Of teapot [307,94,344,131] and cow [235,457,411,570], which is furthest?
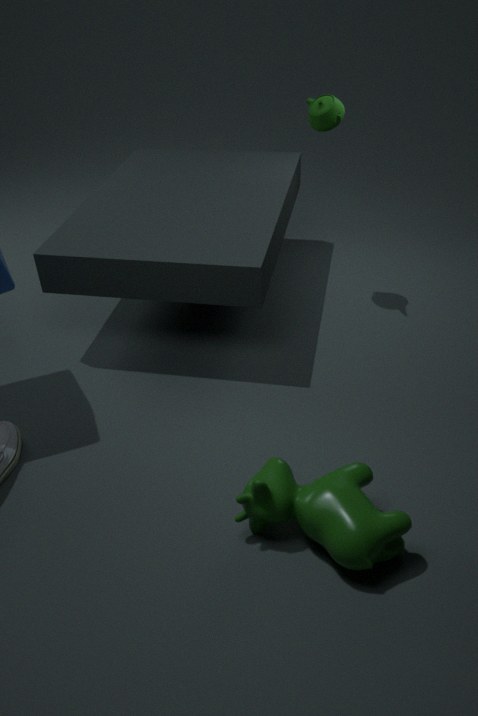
teapot [307,94,344,131]
